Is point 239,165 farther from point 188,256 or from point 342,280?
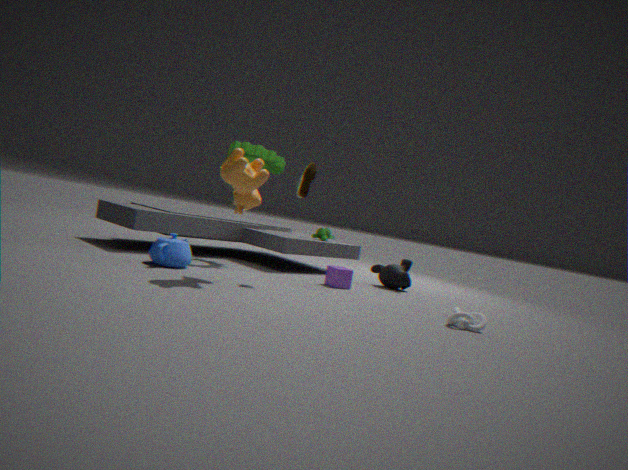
point 342,280
